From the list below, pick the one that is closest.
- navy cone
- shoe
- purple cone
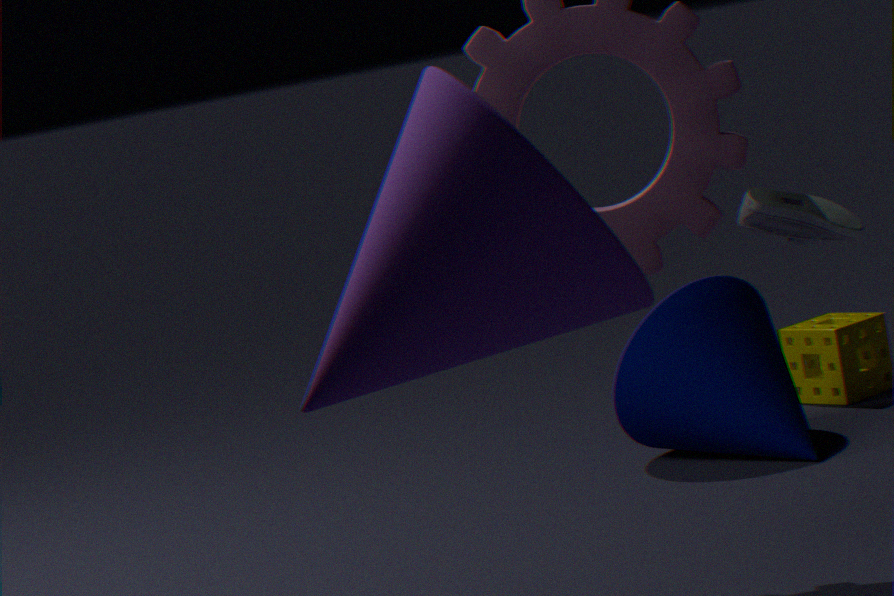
purple cone
